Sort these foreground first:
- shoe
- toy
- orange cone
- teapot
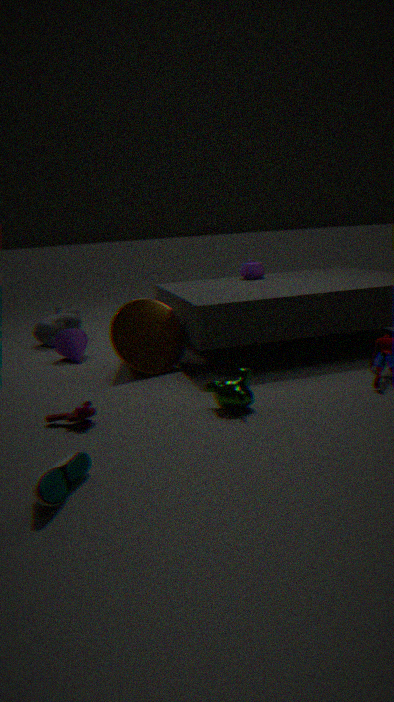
shoe, toy, orange cone, teapot
